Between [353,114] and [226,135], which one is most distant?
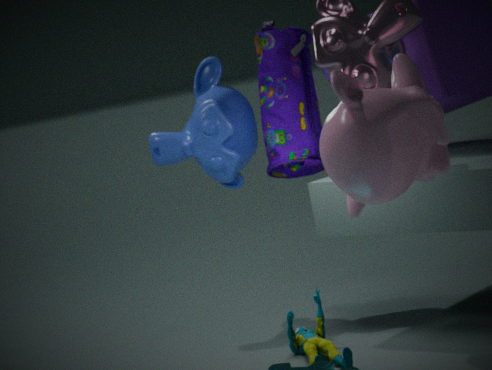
[226,135]
